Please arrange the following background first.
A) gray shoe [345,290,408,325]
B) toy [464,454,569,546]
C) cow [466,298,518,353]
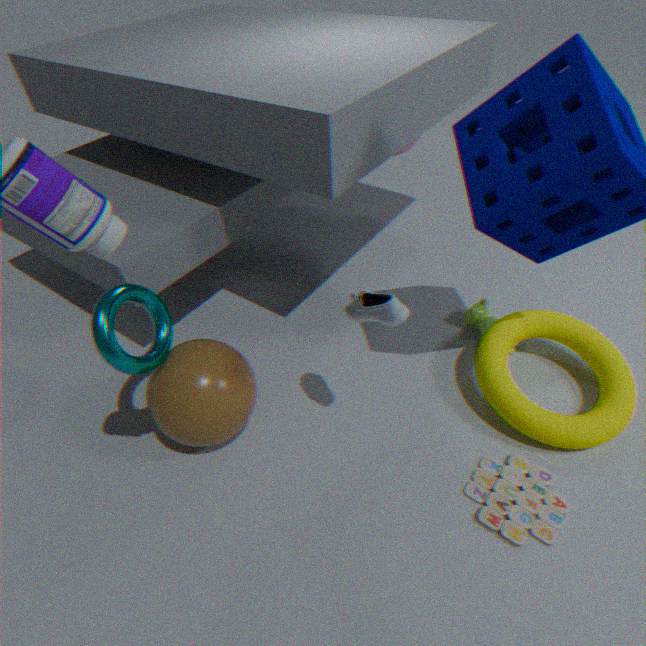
cow [466,298,518,353], toy [464,454,569,546], gray shoe [345,290,408,325]
